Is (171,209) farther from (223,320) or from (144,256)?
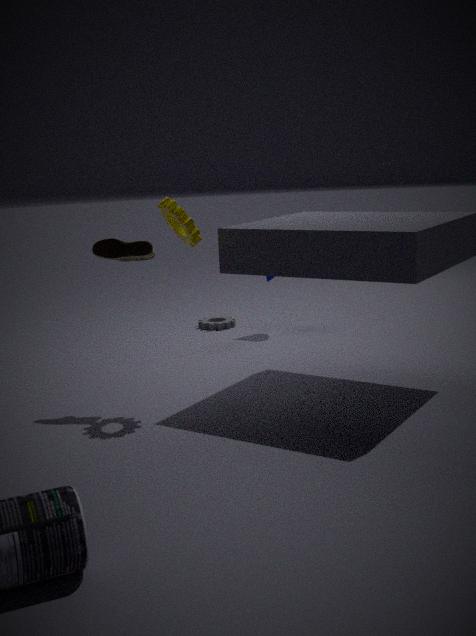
(223,320)
